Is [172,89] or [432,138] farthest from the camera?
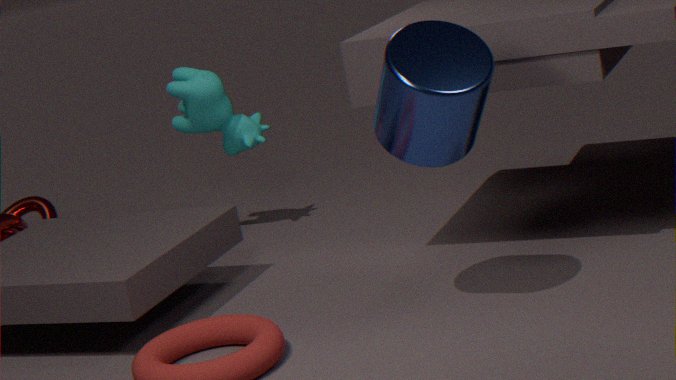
[172,89]
